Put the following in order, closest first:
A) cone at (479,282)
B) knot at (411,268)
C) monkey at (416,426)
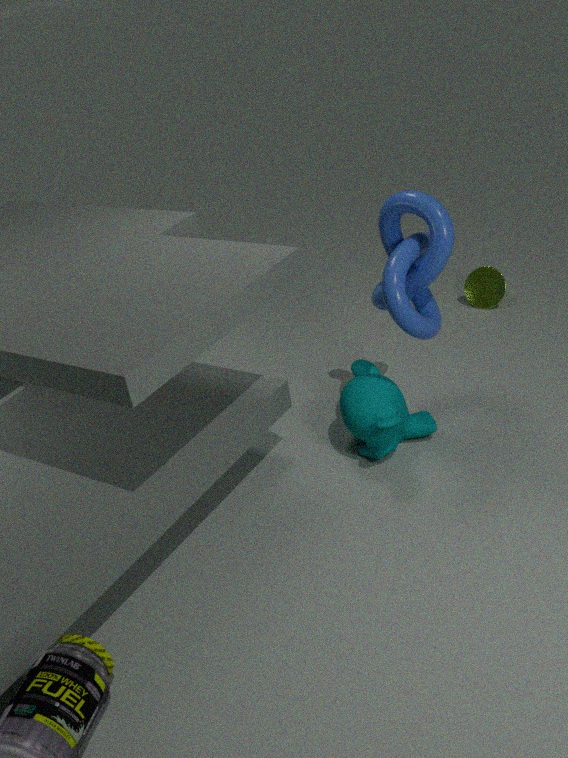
knot at (411,268) → monkey at (416,426) → cone at (479,282)
